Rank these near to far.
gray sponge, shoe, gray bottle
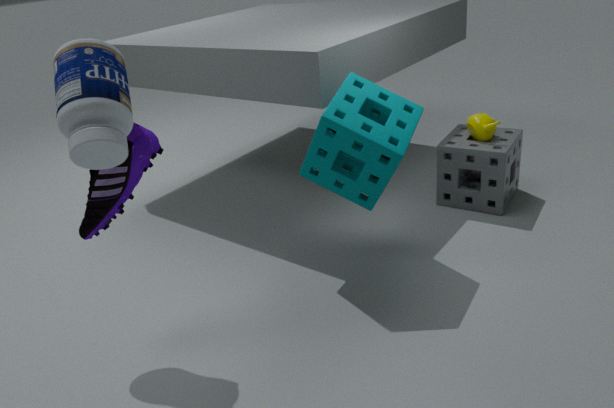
gray bottle
shoe
gray sponge
